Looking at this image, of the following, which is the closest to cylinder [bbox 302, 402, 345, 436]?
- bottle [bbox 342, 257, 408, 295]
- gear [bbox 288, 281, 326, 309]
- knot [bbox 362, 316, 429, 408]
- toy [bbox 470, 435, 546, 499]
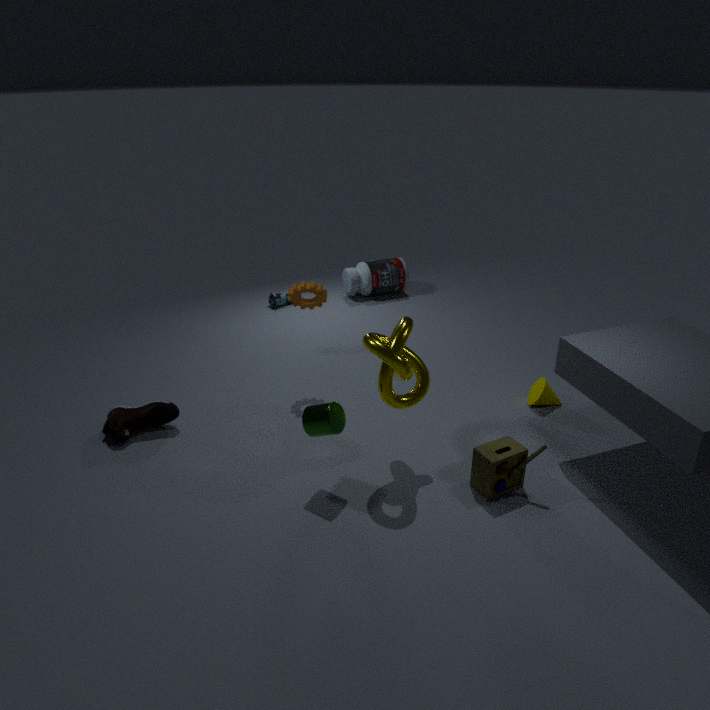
knot [bbox 362, 316, 429, 408]
